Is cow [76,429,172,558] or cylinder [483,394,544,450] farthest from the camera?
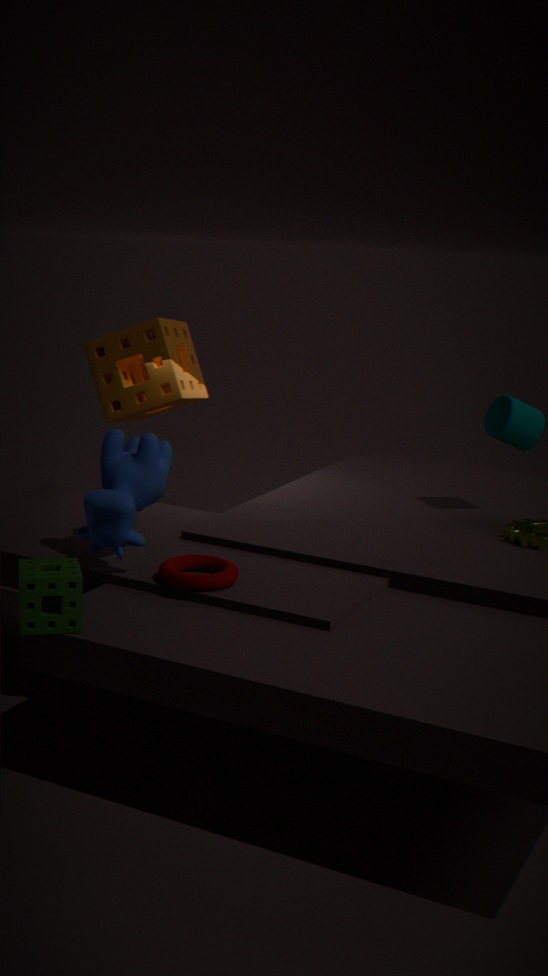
cylinder [483,394,544,450]
